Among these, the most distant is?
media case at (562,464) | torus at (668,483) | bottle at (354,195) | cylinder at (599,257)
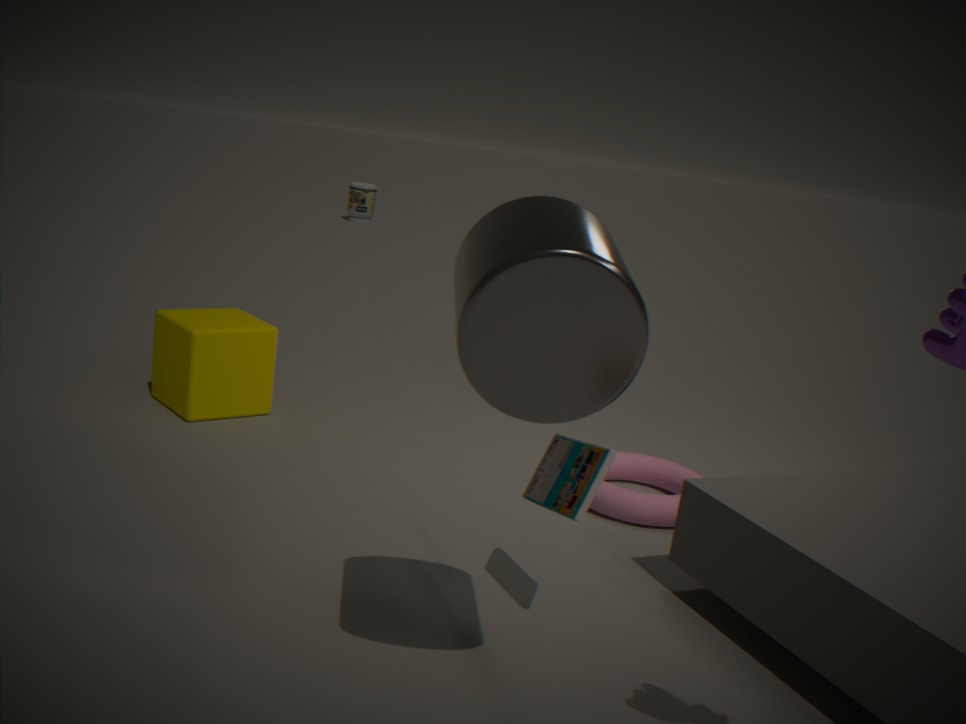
bottle at (354,195)
